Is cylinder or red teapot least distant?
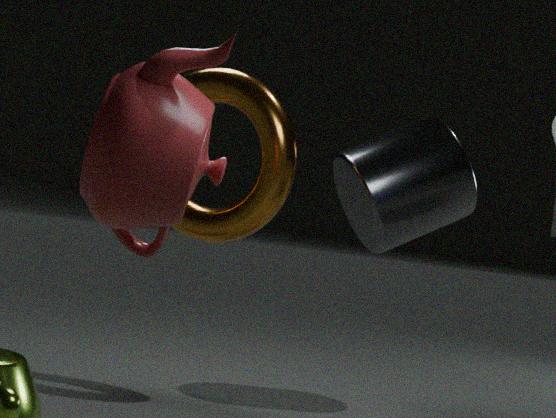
red teapot
